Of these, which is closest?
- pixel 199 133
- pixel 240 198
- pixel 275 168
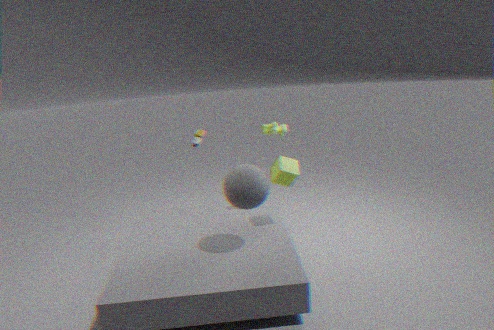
pixel 240 198
